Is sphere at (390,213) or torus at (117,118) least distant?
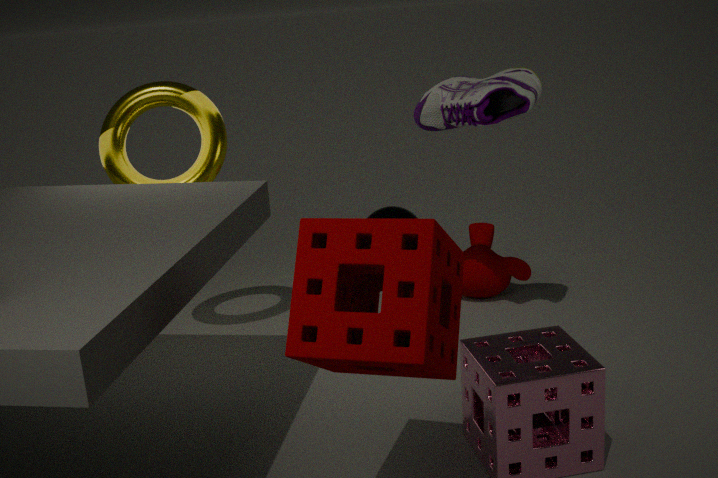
torus at (117,118)
